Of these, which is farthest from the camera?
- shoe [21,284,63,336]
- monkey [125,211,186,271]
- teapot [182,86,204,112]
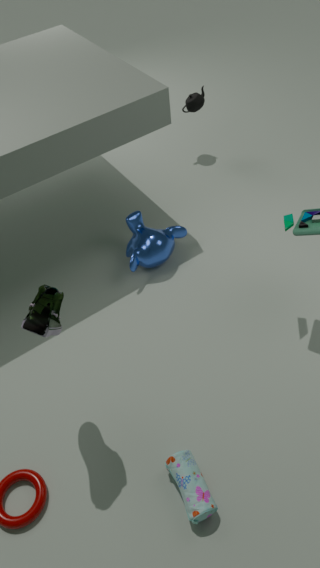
teapot [182,86,204,112]
